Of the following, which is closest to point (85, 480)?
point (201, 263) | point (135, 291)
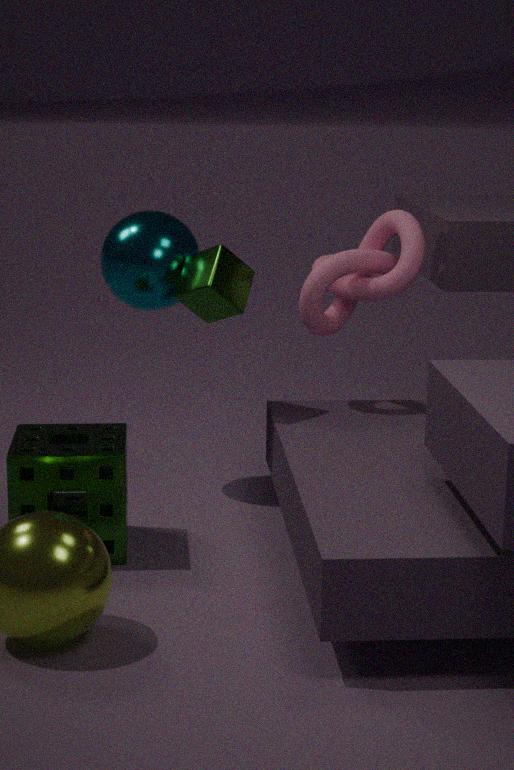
point (201, 263)
